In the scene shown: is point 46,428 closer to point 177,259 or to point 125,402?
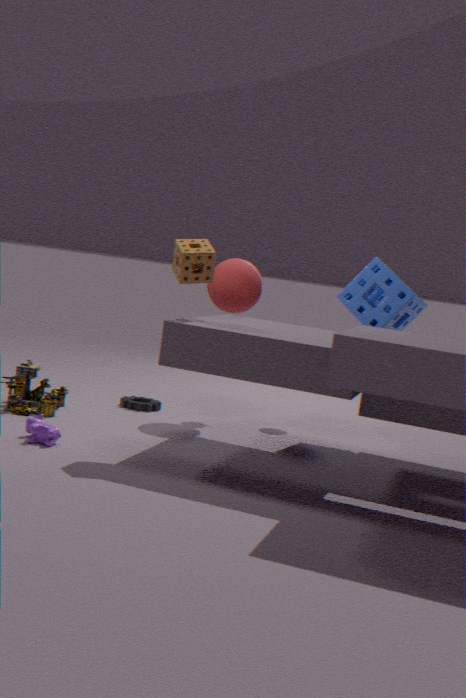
point 177,259
